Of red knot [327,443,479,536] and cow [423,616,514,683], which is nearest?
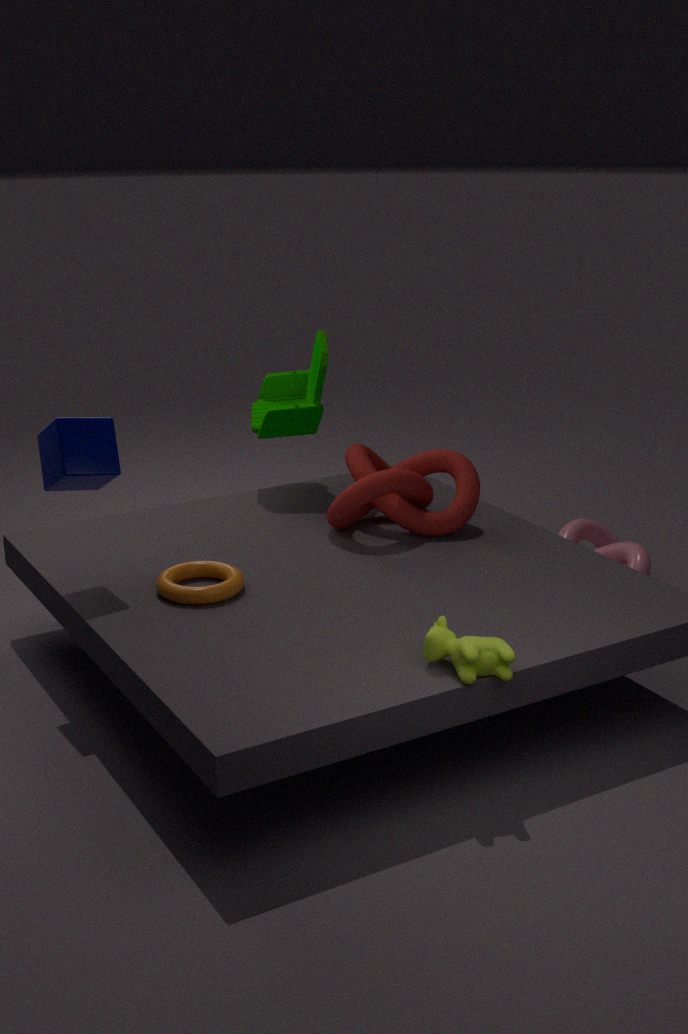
cow [423,616,514,683]
